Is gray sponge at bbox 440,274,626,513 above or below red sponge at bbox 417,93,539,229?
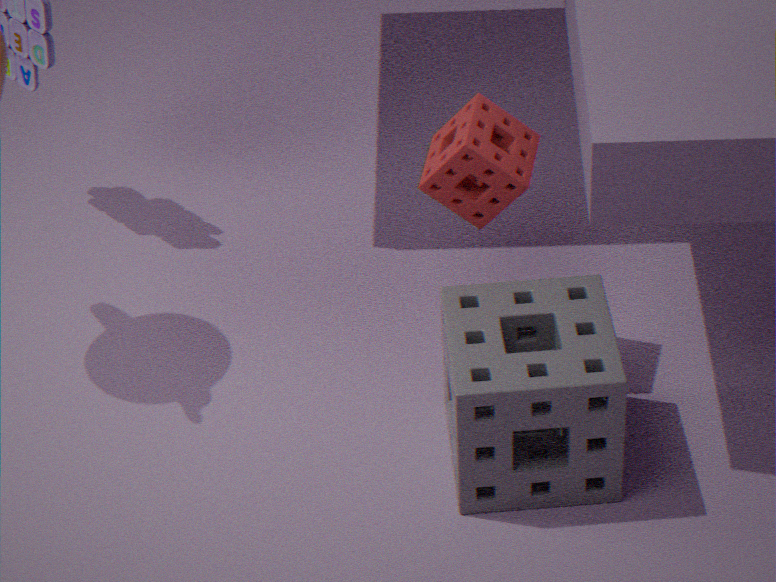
below
